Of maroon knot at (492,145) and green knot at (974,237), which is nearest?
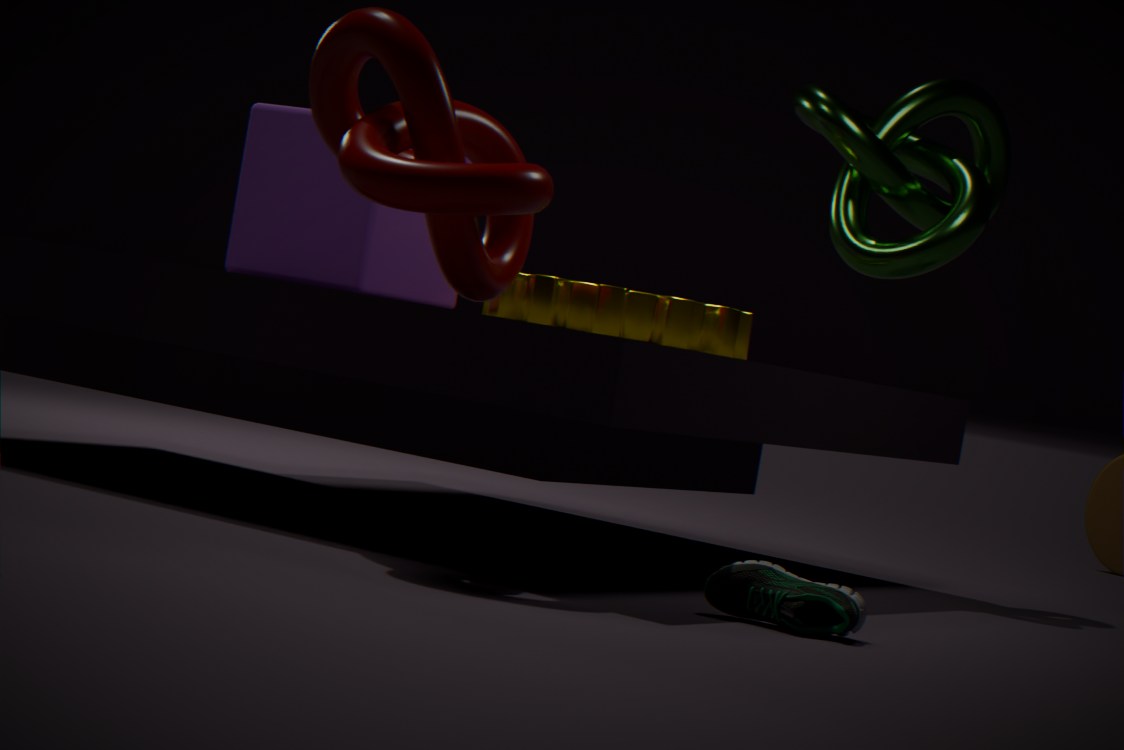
maroon knot at (492,145)
